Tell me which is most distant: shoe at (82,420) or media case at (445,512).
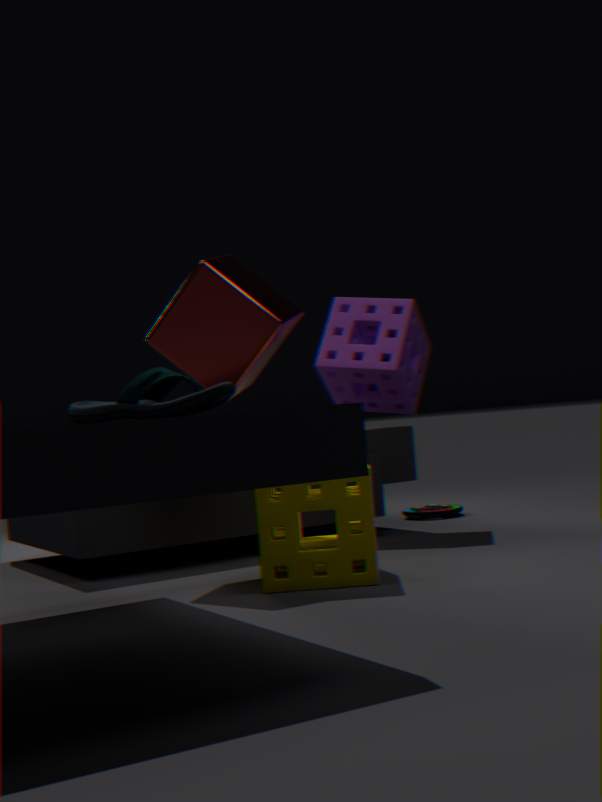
media case at (445,512)
